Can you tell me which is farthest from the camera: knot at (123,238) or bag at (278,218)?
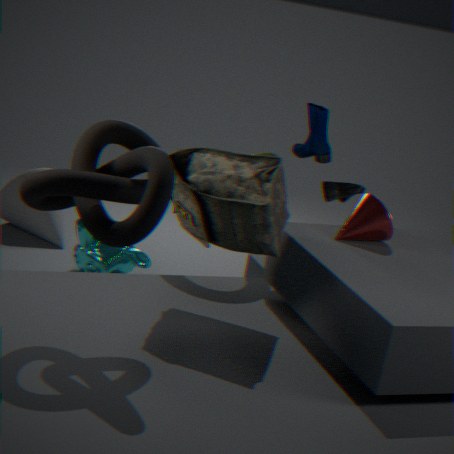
bag at (278,218)
